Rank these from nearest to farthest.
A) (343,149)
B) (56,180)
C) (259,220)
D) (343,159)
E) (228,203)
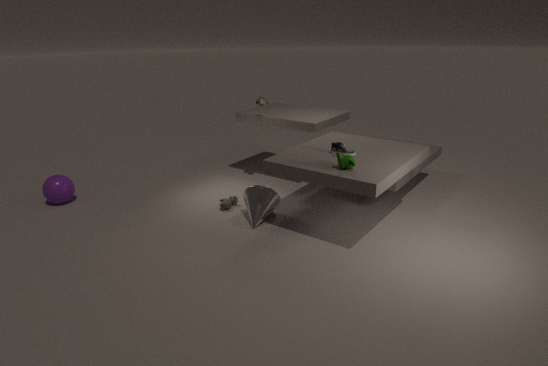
D. (343,159), A. (343,149), C. (259,220), E. (228,203), B. (56,180)
